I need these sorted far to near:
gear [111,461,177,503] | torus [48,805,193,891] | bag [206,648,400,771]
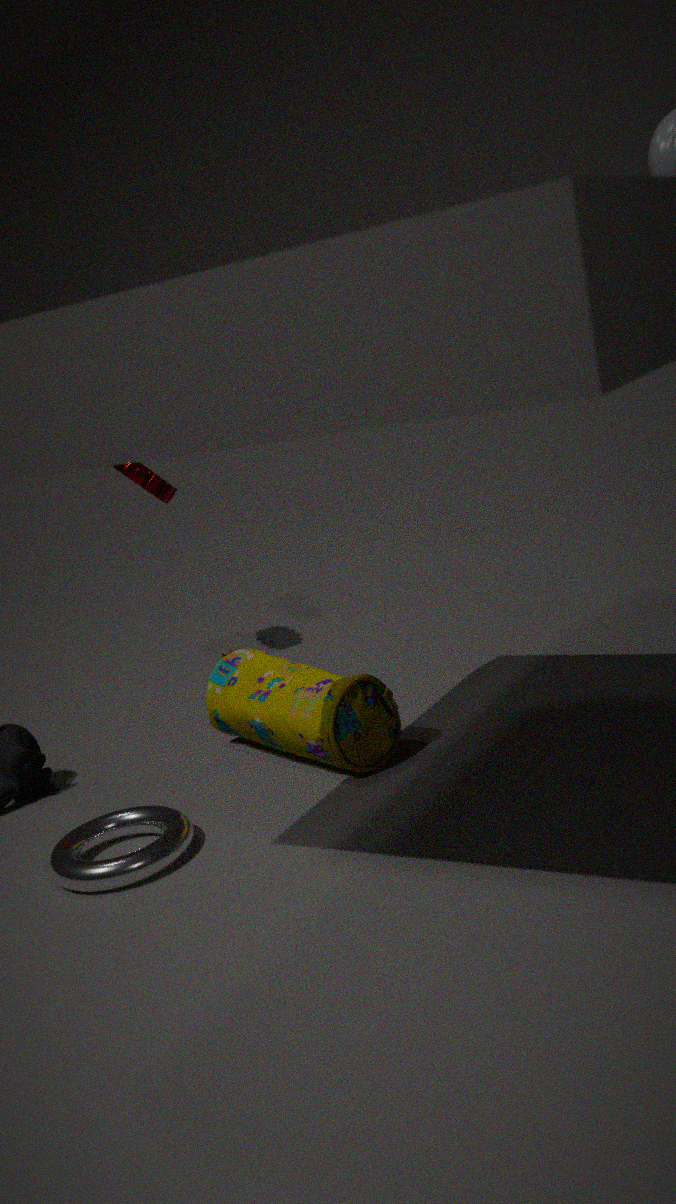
gear [111,461,177,503] → bag [206,648,400,771] → torus [48,805,193,891]
